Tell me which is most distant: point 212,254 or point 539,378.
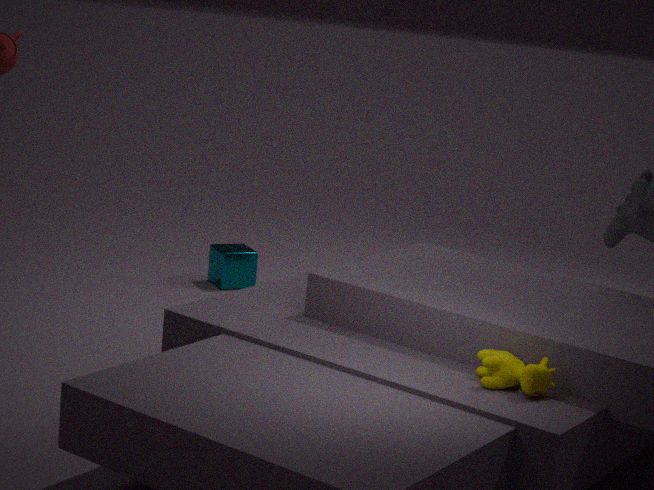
point 212,254
